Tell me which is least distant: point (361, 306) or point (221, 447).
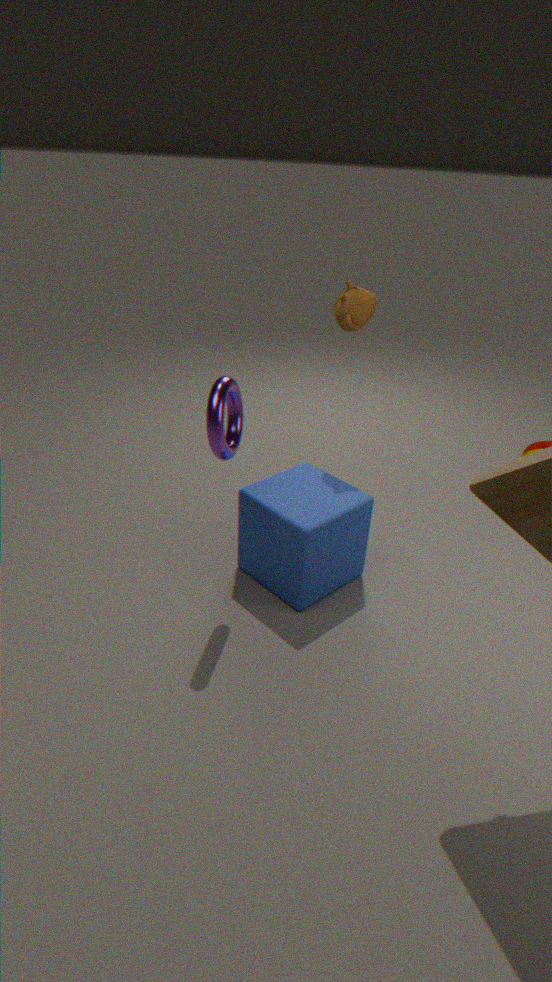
point (221, 447)
